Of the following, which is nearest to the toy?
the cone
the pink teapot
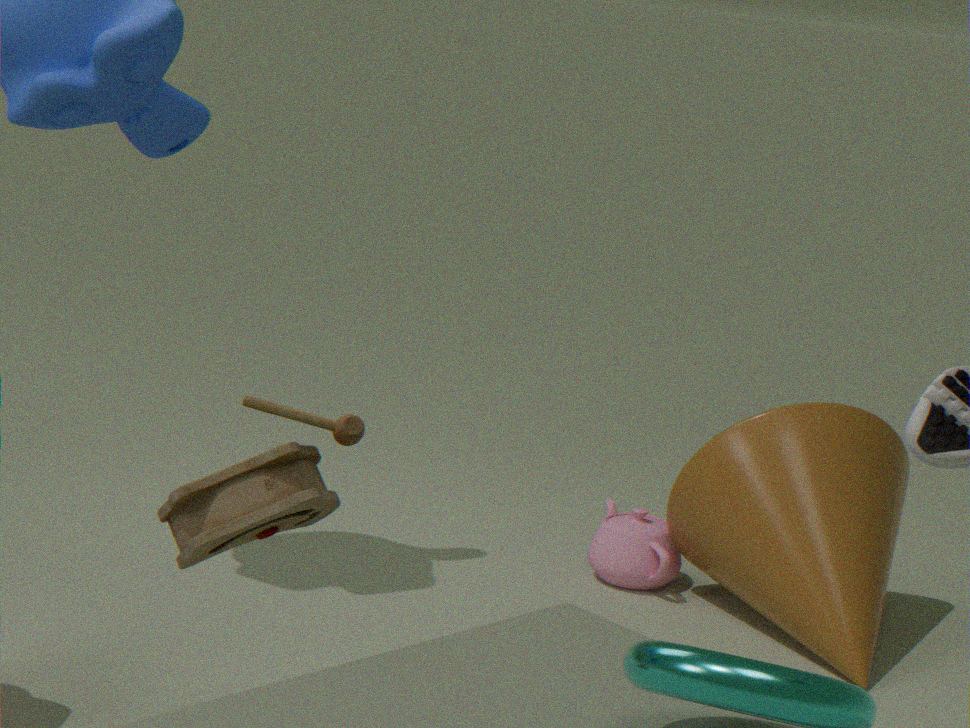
the cone
